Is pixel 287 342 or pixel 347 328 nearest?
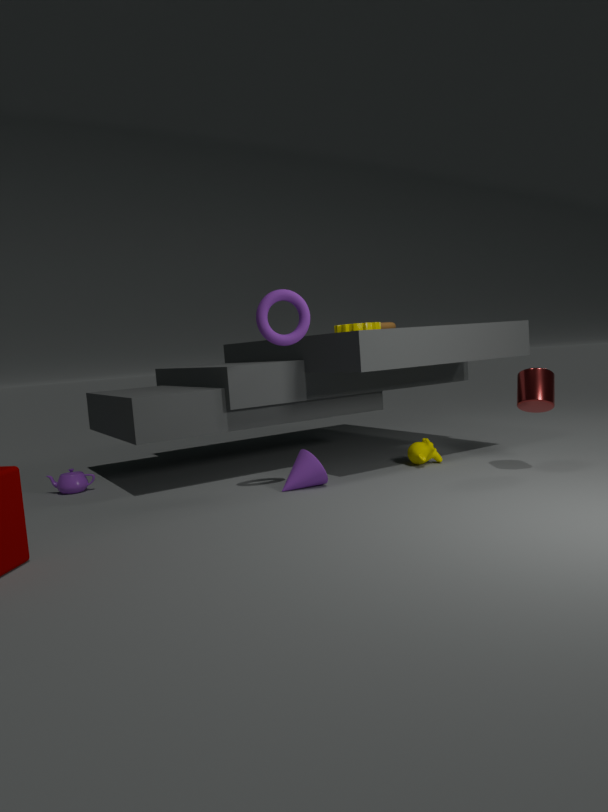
pixel 287 342
